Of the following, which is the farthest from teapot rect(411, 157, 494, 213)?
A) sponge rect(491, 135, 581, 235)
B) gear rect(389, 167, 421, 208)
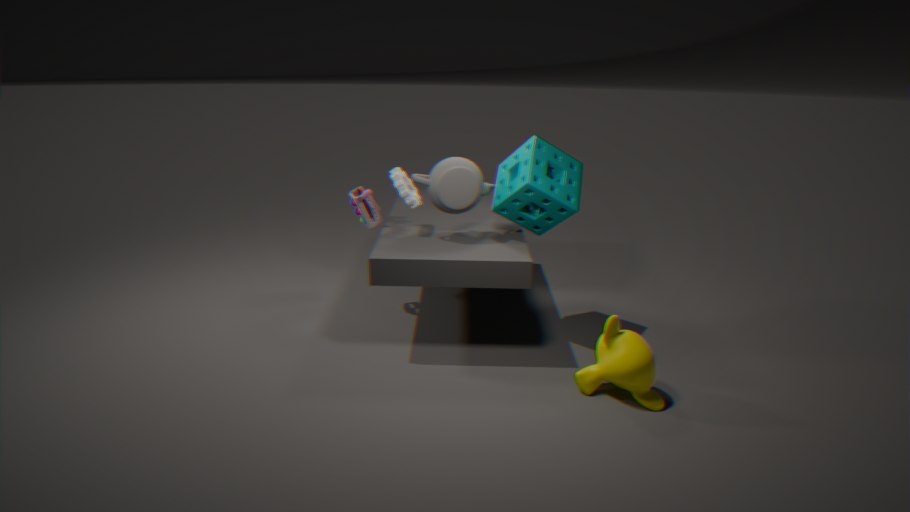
gear rect(389, 167, 421, 208)
